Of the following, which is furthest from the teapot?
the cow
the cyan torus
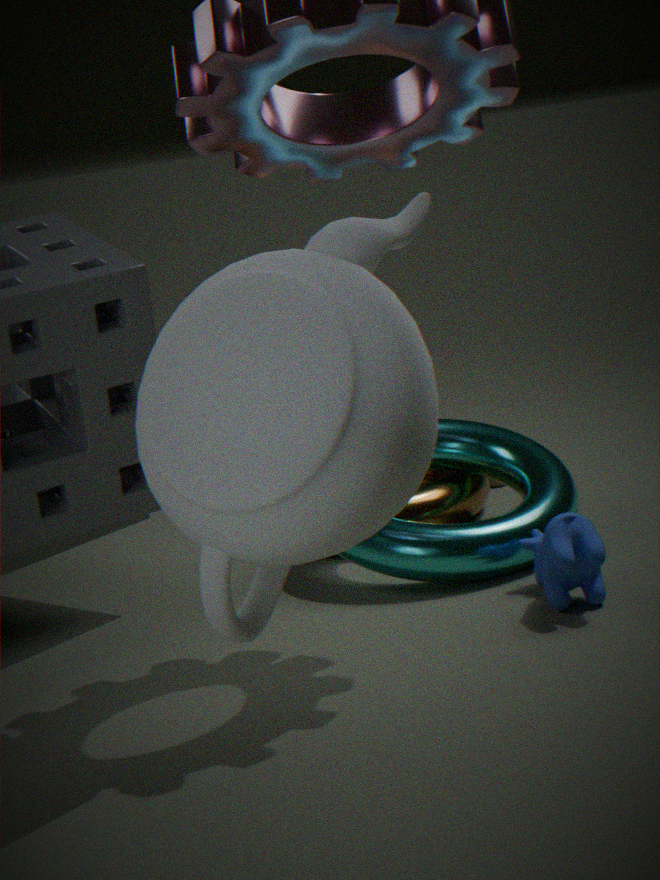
the cyan torus
